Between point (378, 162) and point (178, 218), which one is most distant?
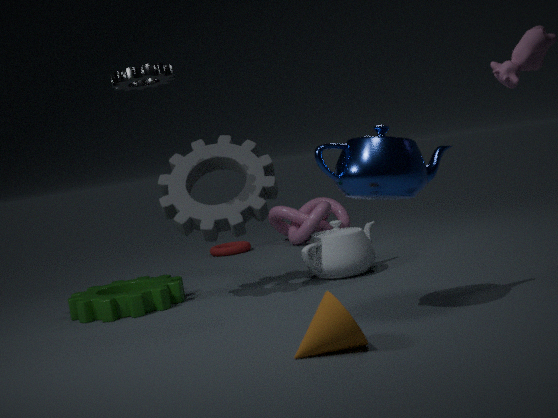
point (178, 218)
